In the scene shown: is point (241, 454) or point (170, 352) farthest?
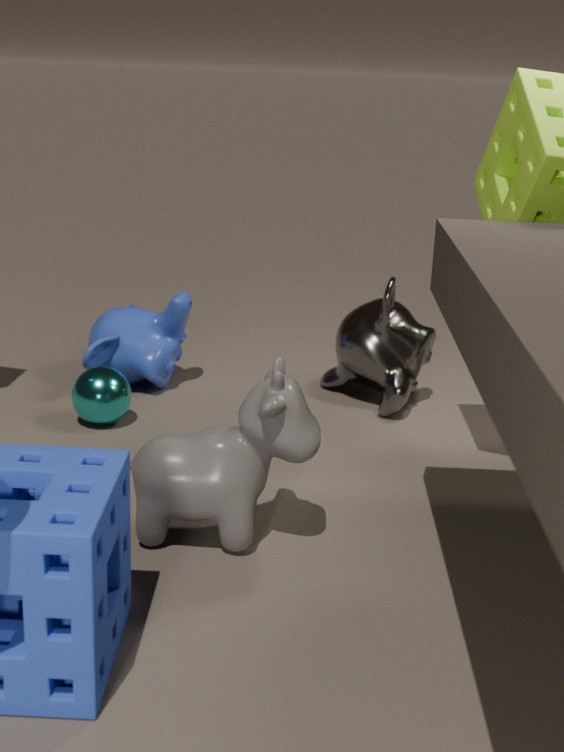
point (170, 352)
